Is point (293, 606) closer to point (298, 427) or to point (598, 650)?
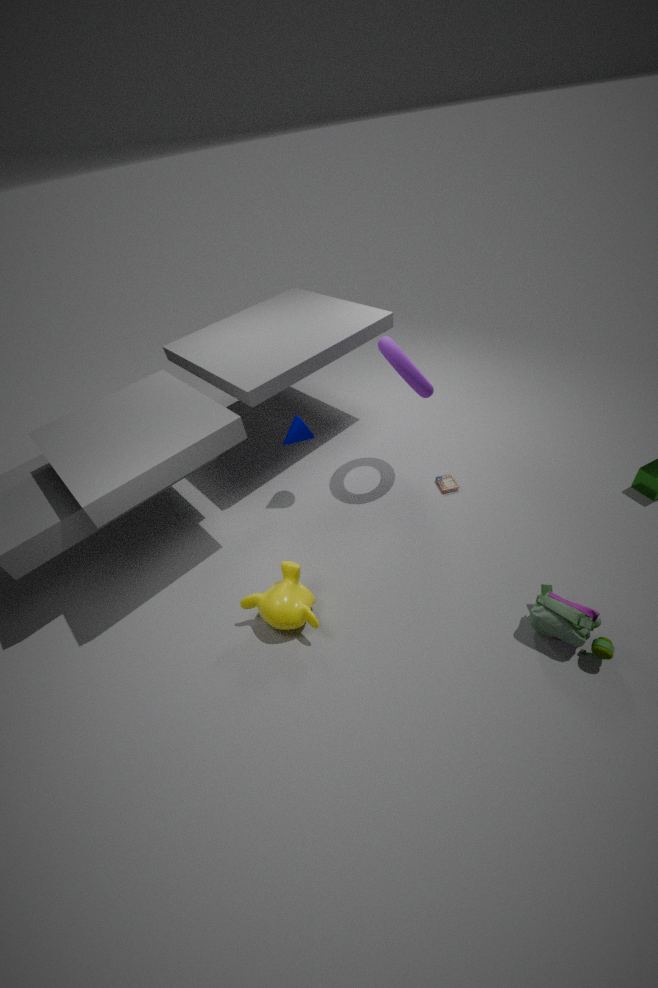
point (298, 427)
